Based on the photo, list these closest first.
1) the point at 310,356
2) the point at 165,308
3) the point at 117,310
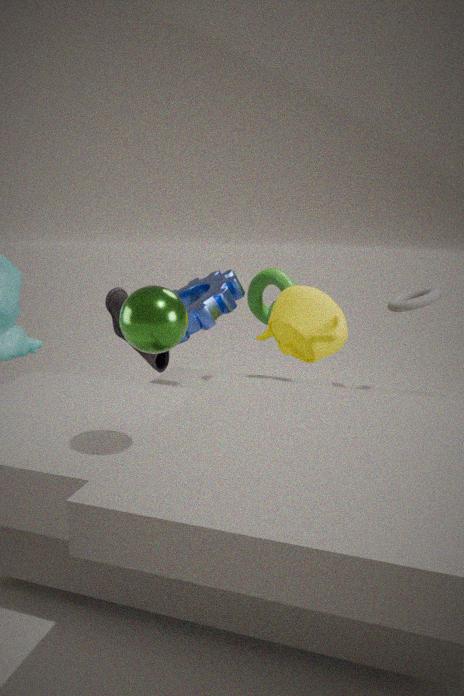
2. the point at 165,308, 1. the point at 310,356, 3. the point at 117,310
